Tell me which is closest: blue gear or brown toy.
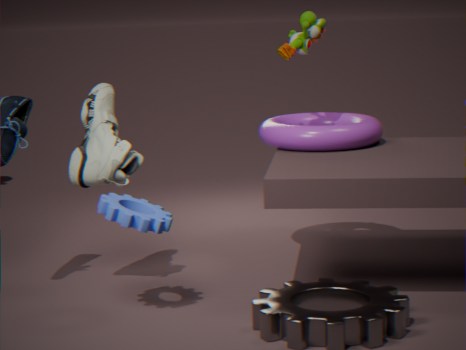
blue gear
